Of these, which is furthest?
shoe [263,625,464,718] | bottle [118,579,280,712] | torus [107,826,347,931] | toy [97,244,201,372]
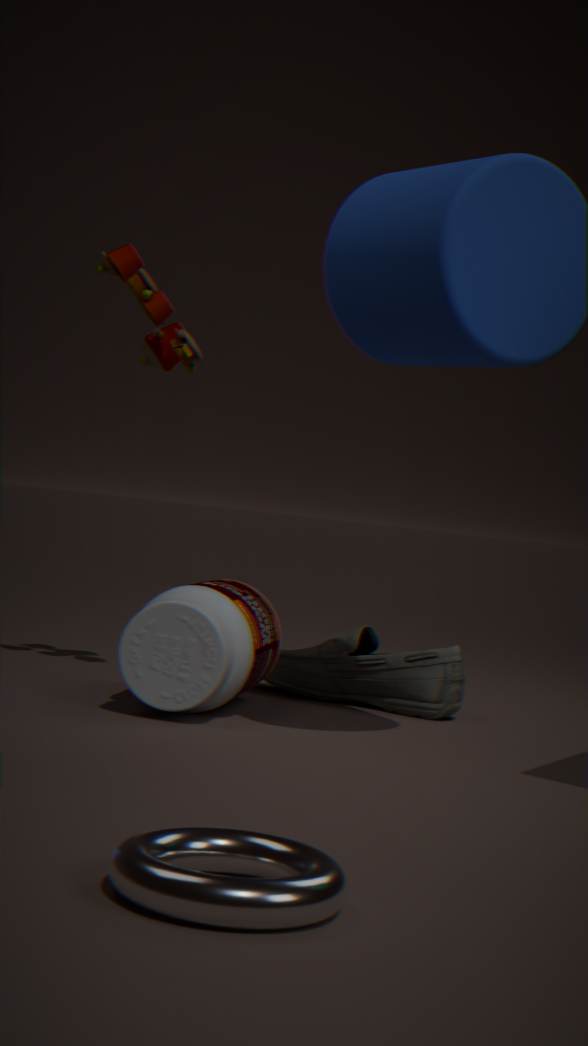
shoe [263,625,464,718]
